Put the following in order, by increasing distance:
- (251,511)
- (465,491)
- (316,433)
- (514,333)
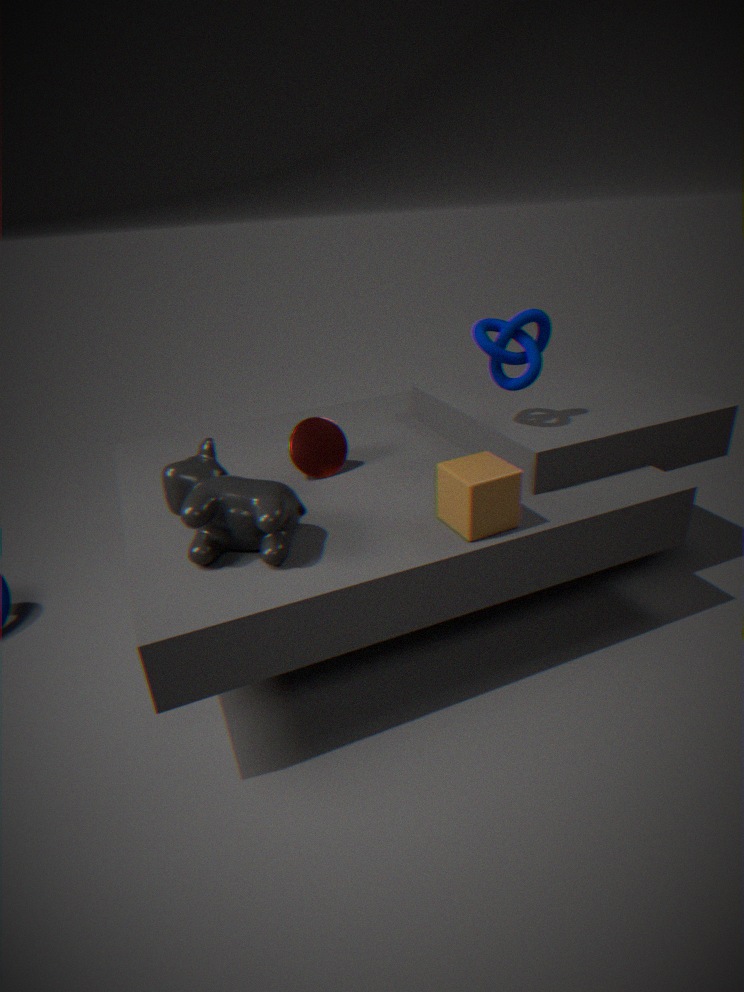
(251,511)
(465,491)
(514,333)
(316,433)
